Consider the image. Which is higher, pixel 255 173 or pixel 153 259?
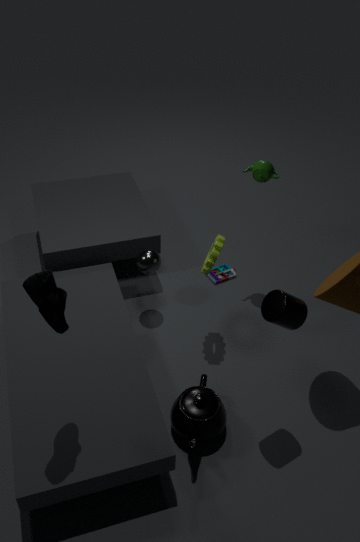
pixel 255 173
